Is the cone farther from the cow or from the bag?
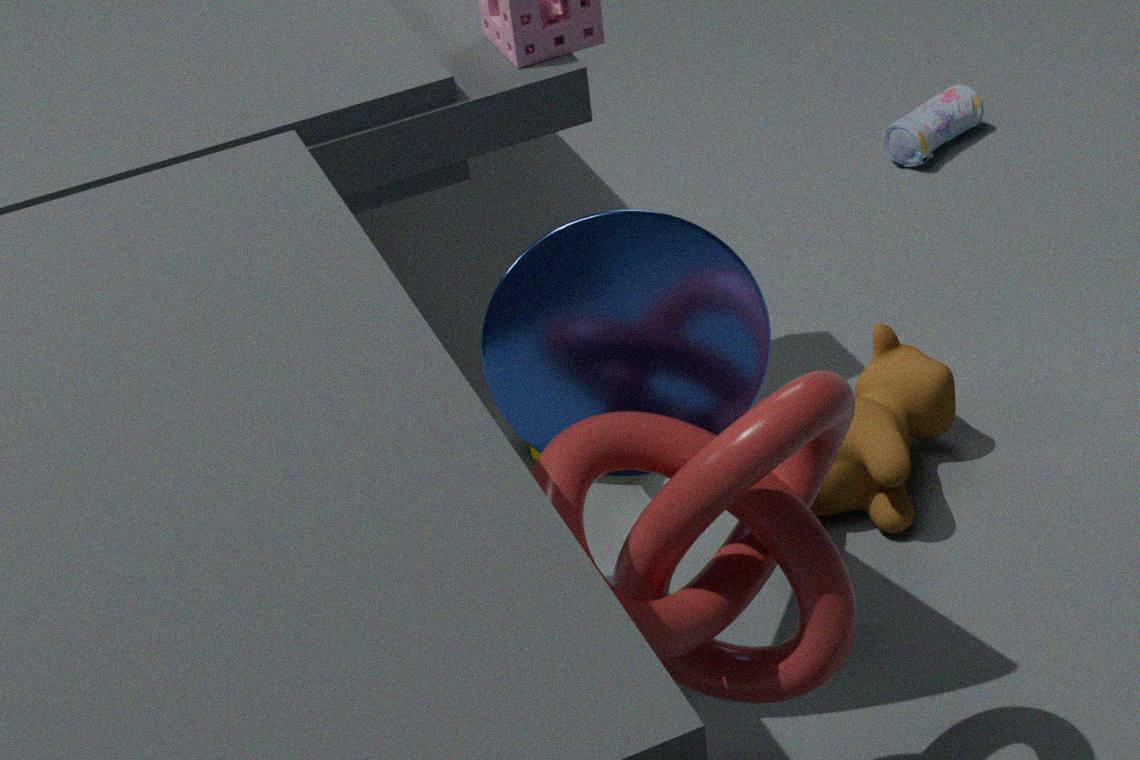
the bag
